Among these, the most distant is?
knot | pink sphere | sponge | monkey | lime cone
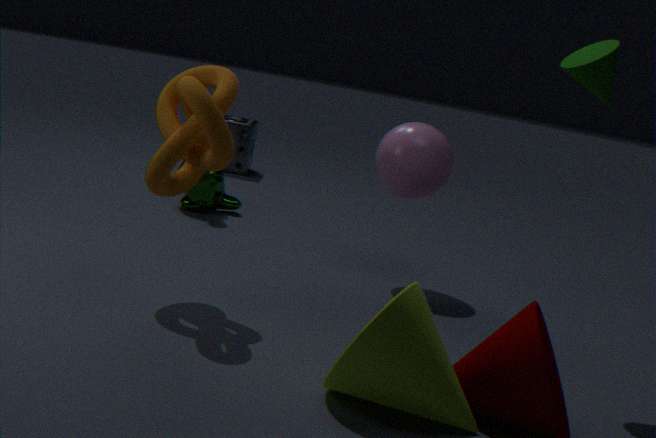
sponge
